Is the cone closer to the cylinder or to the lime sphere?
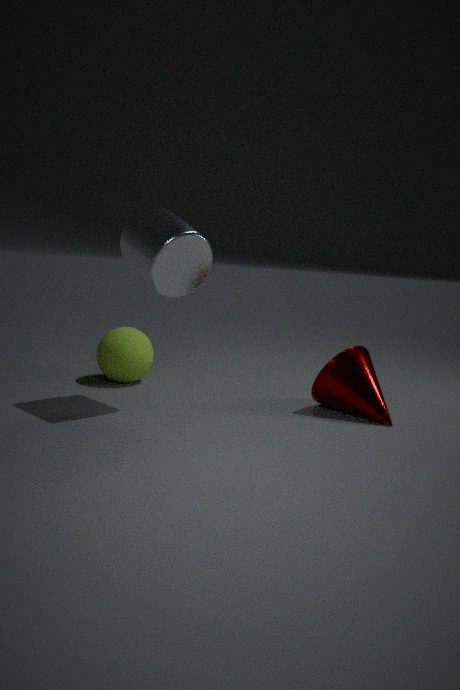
the cylinder
